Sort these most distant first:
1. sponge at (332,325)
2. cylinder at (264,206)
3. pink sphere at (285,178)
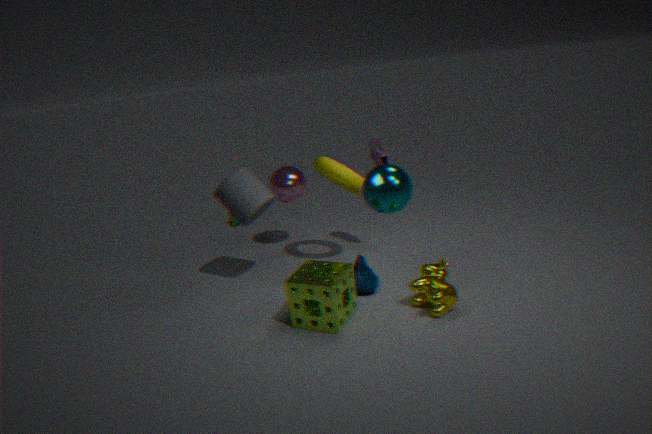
pink sphere at (285,178), cylinder at (264,206), sponge at (332,325)
